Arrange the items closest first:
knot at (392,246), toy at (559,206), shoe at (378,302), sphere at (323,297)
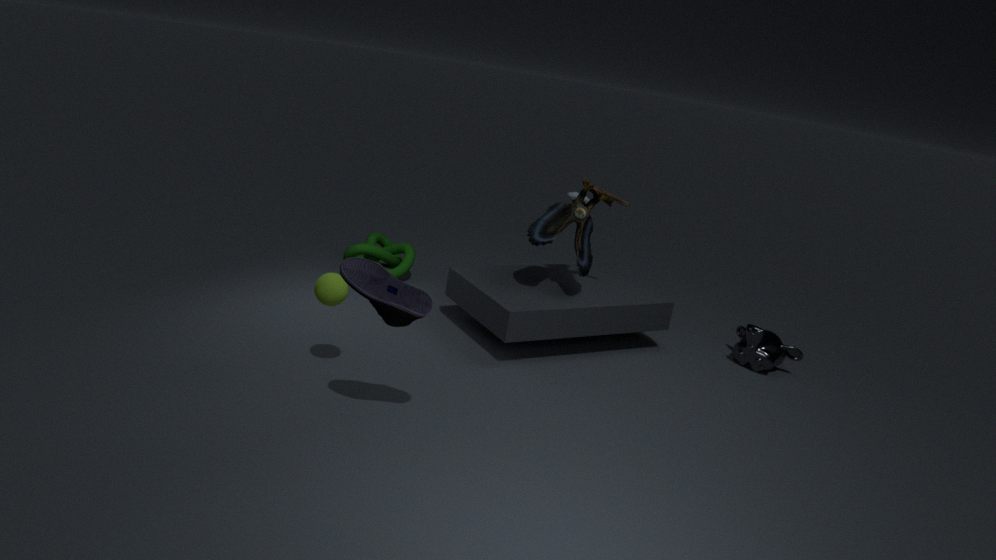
shoe at (378,302)
sphere at (323,297)
toy at (559,206)
knot at (392,246)
